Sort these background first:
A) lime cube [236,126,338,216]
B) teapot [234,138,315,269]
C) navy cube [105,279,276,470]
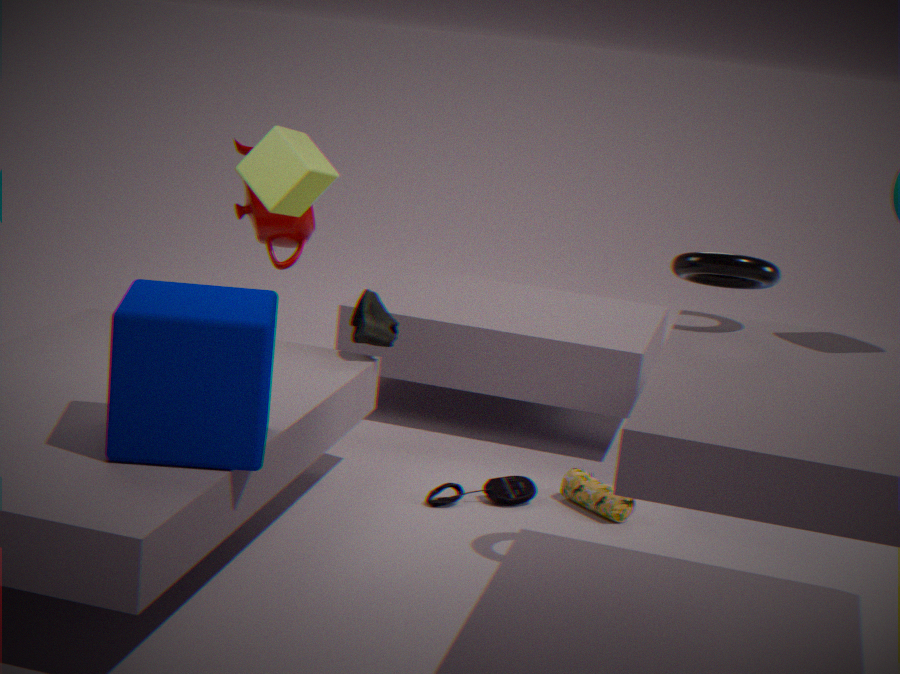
teapot [234,138,315,269] → lime cube [236,126,338,216] → navy cube [105,279,276,470]
